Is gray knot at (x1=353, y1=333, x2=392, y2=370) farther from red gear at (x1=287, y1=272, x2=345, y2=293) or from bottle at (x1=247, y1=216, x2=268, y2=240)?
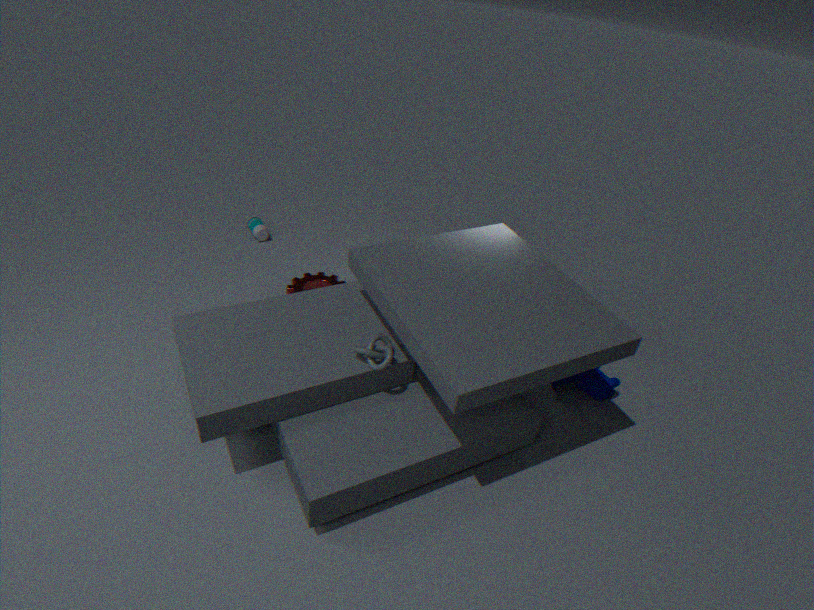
bottle at (x1=247, y1=216, x2=268, y2=240)
